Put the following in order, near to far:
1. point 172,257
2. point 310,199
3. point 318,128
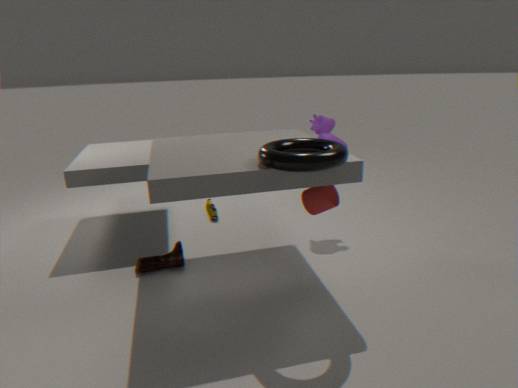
point 310,199, point 172,257, point 318,128
